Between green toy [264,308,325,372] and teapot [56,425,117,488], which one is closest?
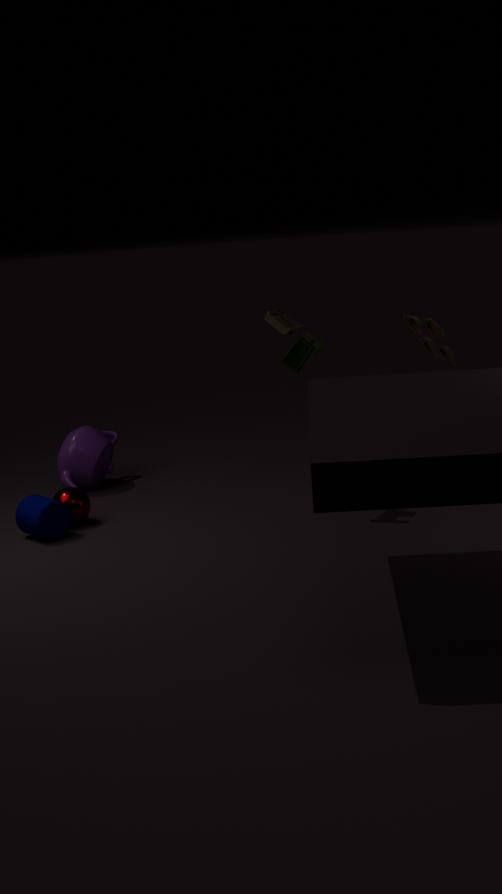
green toy [264,308,325,372]
